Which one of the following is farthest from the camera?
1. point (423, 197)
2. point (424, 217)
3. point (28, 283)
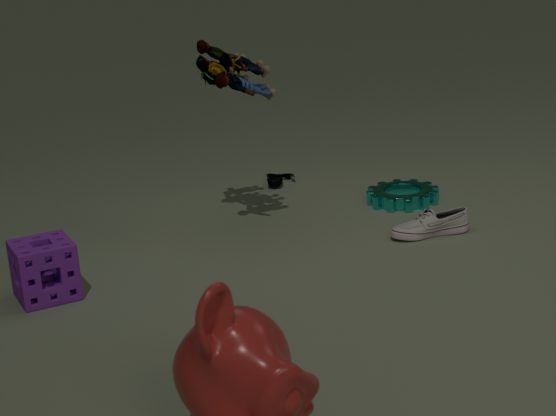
point (423, 197)
